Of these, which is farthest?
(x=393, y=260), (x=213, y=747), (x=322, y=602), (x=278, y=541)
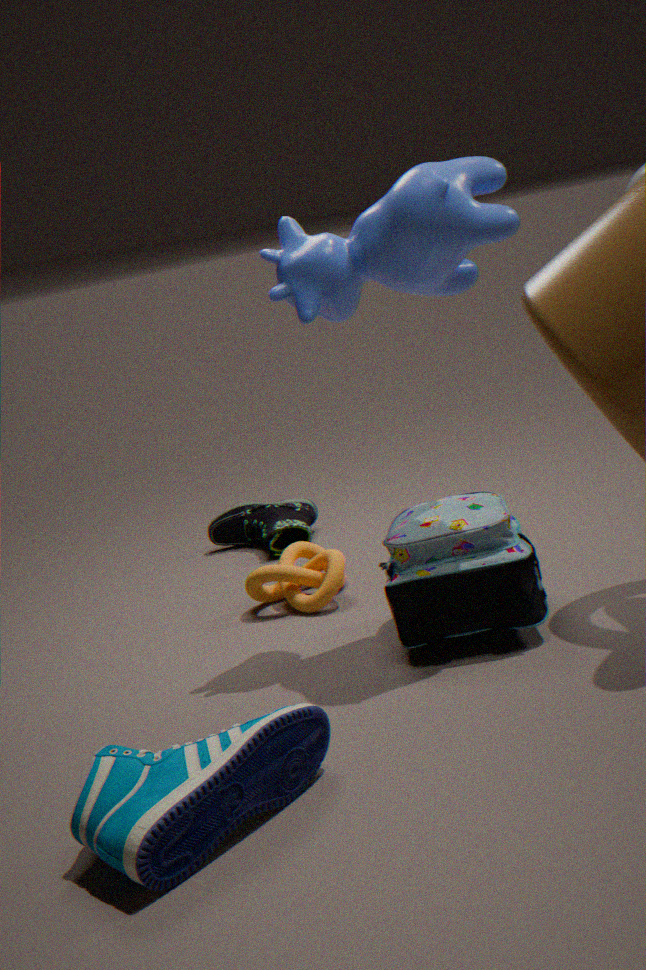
(x=278, y=541)
